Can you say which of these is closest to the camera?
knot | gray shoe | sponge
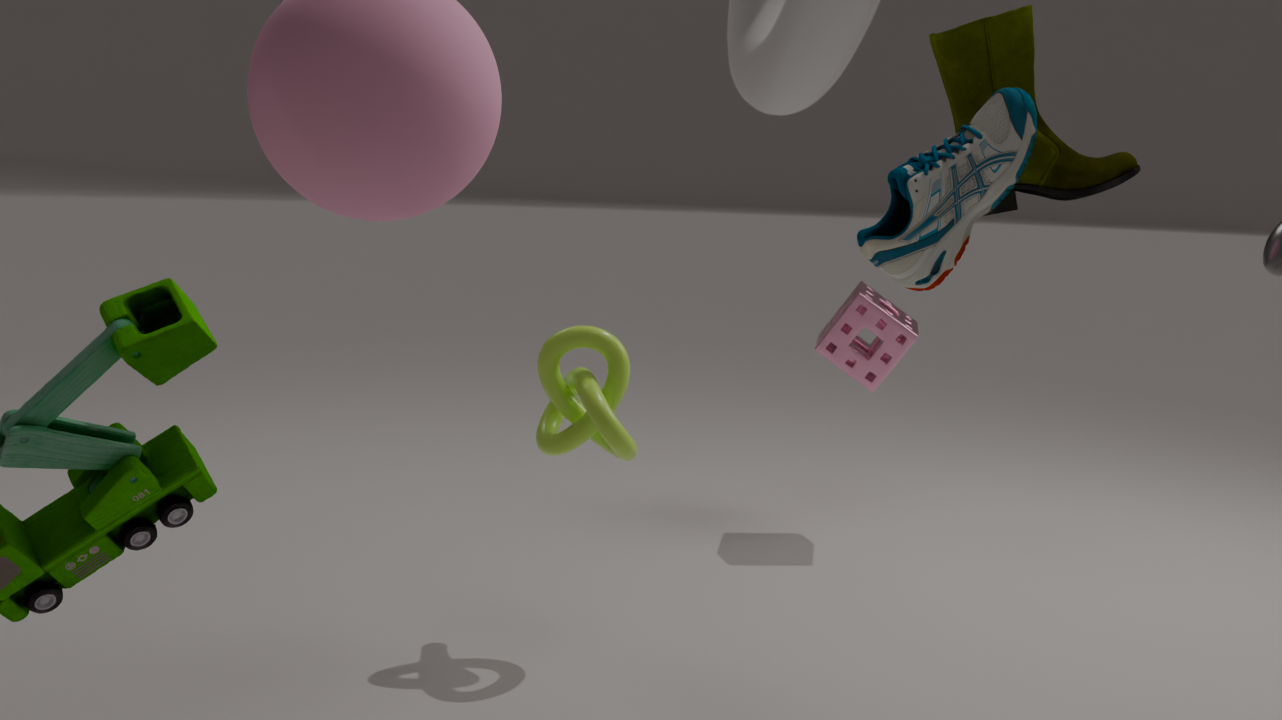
gray shoe
